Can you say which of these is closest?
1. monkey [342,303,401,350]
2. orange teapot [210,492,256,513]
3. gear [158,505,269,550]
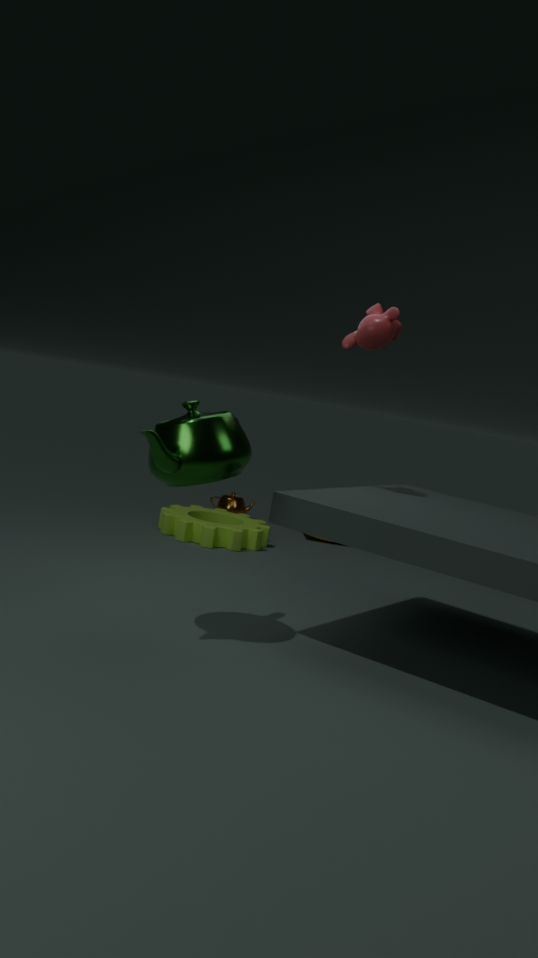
monkey [342,303,401,350]
